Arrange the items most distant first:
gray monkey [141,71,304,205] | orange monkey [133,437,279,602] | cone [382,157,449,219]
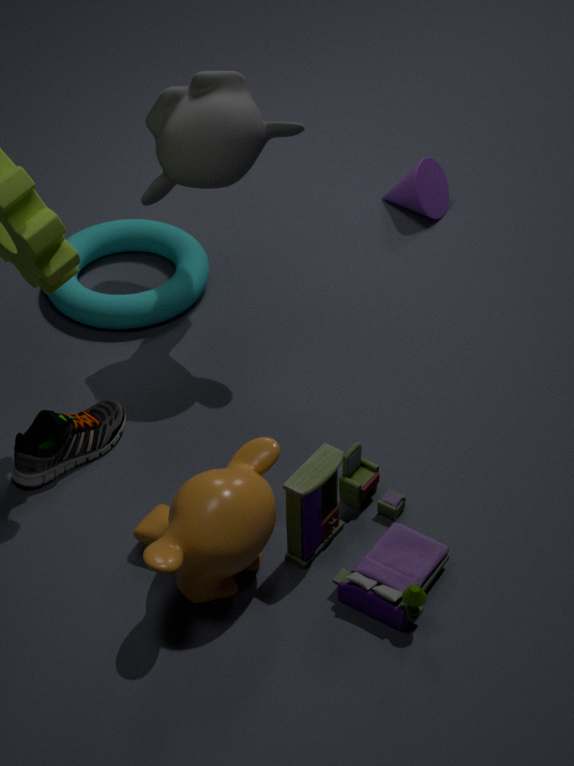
1. cone [382,157,449,219]
2. gray monkey [141,71,304,205]
3. orange monkey [133,437,279,602]
